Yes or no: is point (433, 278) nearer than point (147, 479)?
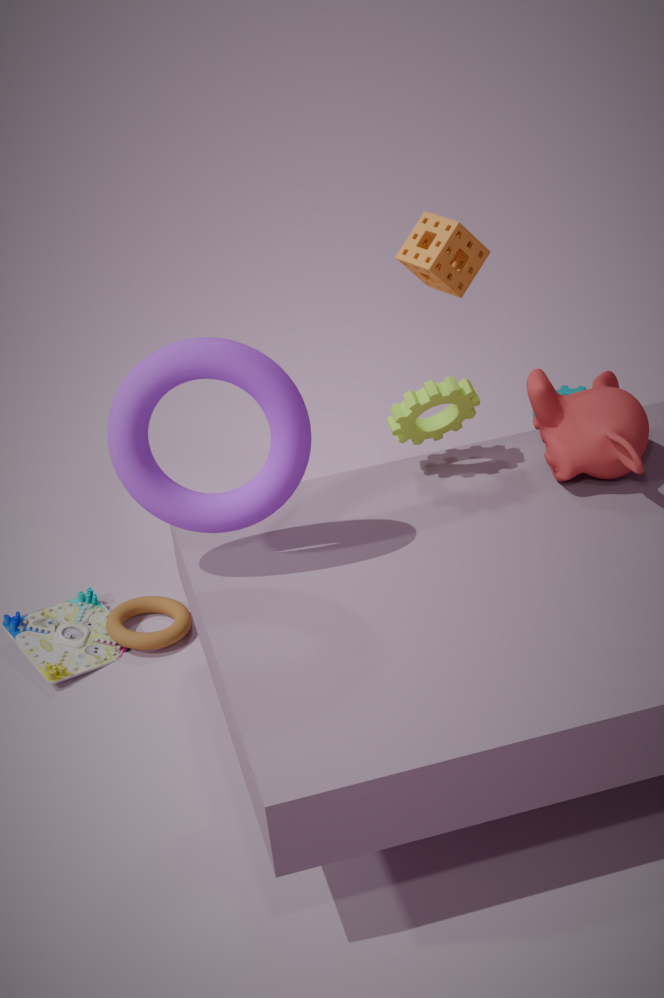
No
